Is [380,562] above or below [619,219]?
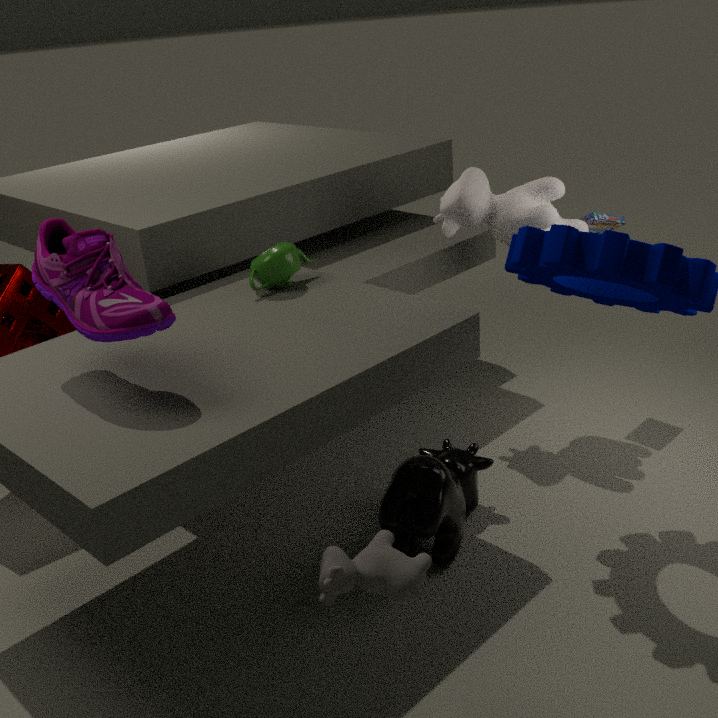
below
